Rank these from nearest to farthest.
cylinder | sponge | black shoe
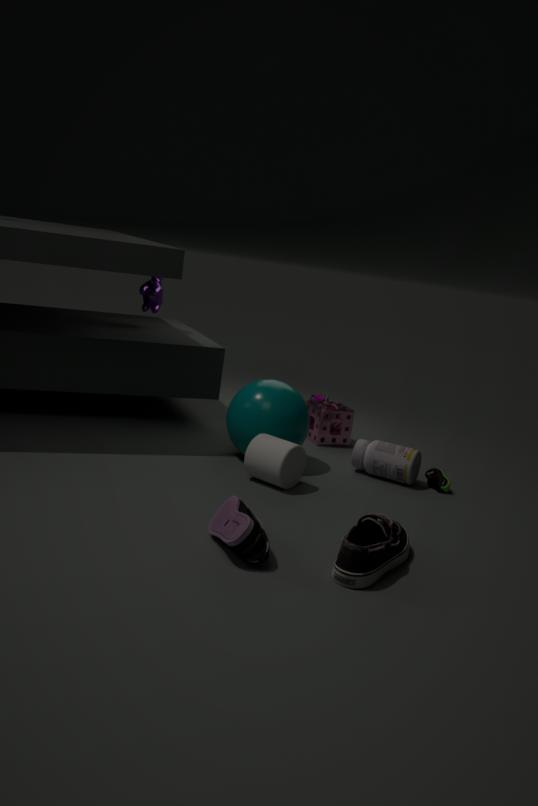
1. black shoe
2. cylinder
3. sponge
